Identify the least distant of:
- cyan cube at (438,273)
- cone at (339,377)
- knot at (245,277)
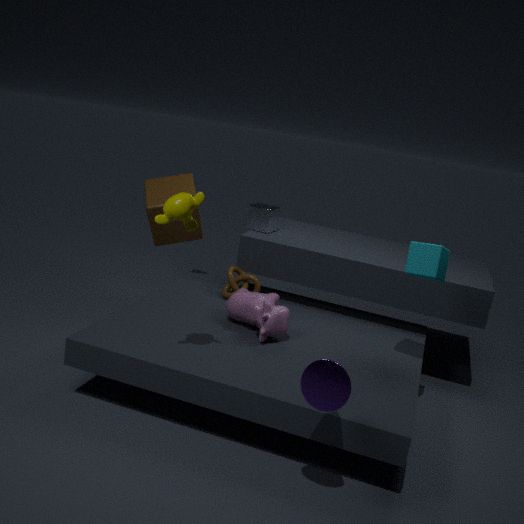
cone at (339,377)
